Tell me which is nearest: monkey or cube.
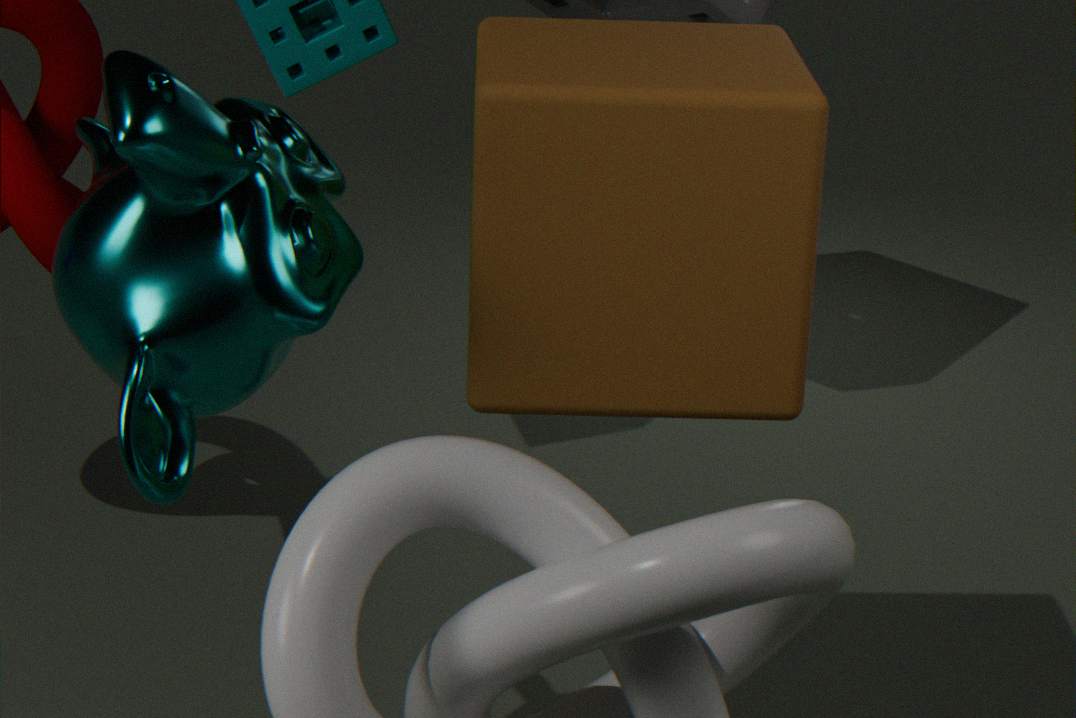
monkey
